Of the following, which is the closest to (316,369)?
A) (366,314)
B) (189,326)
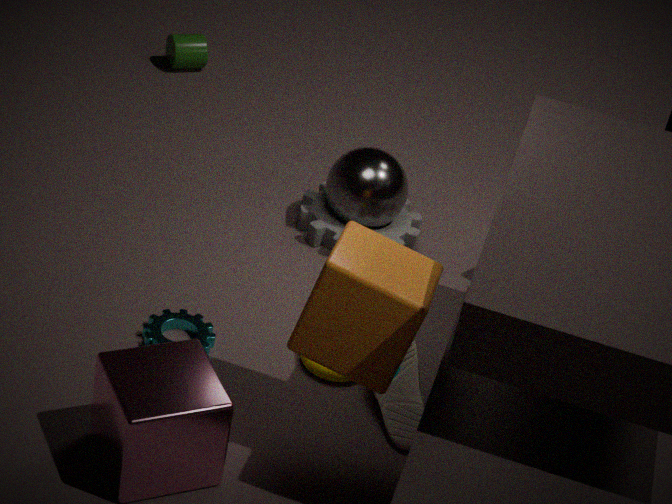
(189,326)
